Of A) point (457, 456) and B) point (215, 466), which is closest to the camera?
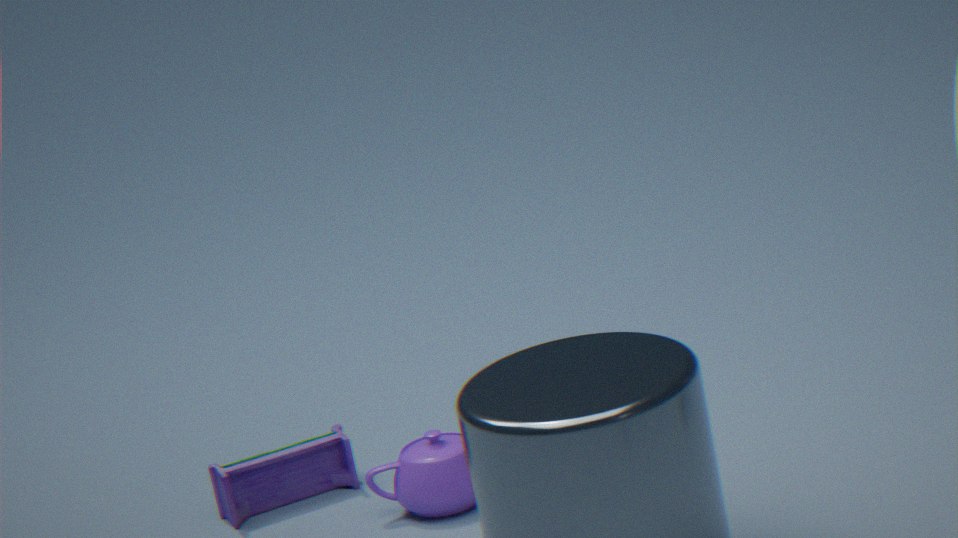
A. point (457, 456)
